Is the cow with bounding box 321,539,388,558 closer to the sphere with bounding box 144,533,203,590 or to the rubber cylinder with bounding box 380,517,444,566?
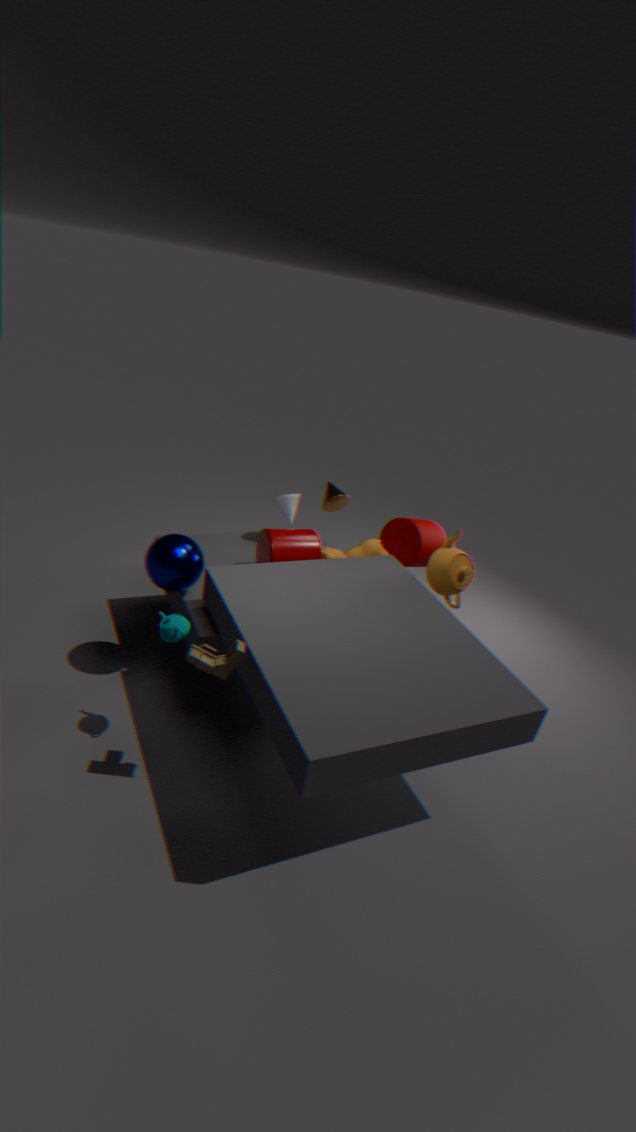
the rubber cylinder with bounding box 380,517,444,566
